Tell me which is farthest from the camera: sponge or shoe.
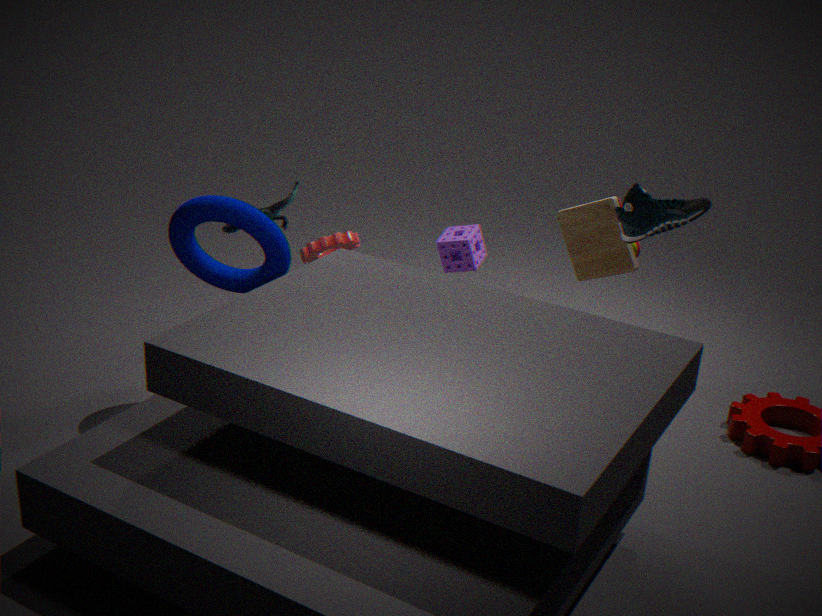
sponge
